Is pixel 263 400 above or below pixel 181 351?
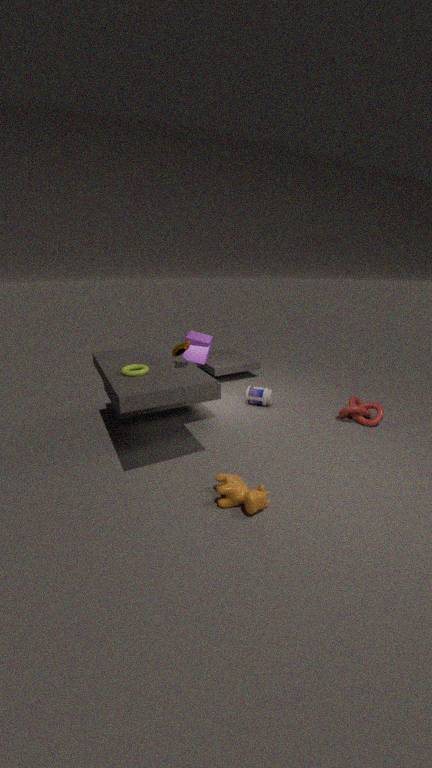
below
